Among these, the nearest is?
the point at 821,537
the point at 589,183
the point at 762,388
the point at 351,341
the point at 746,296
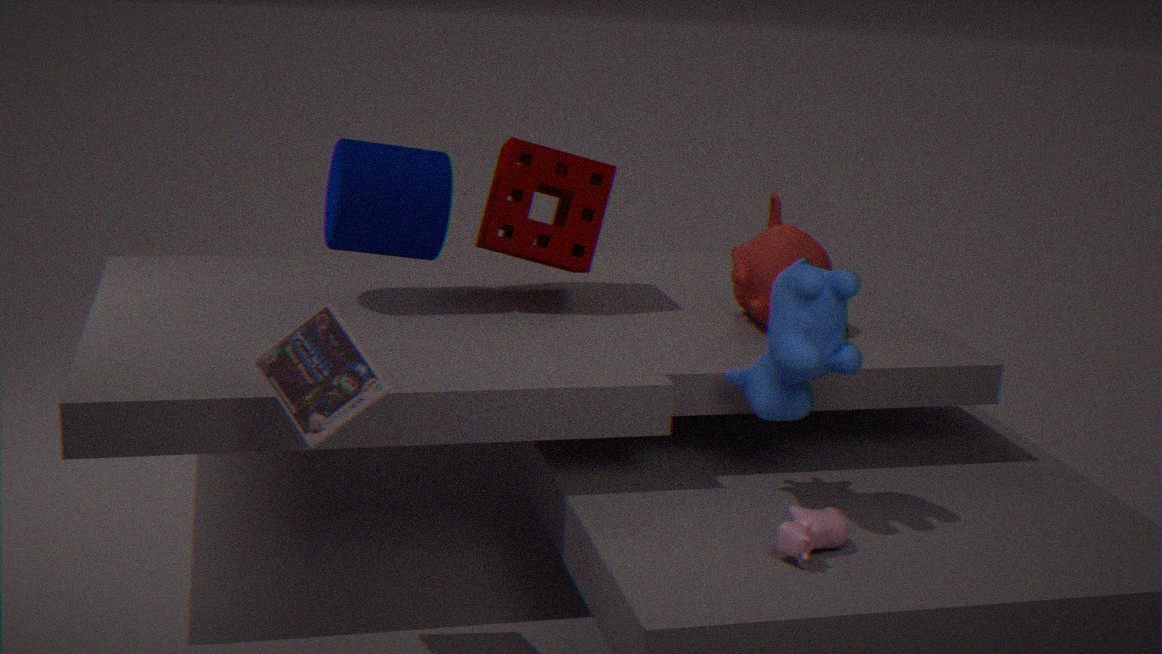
the point at 351,341
